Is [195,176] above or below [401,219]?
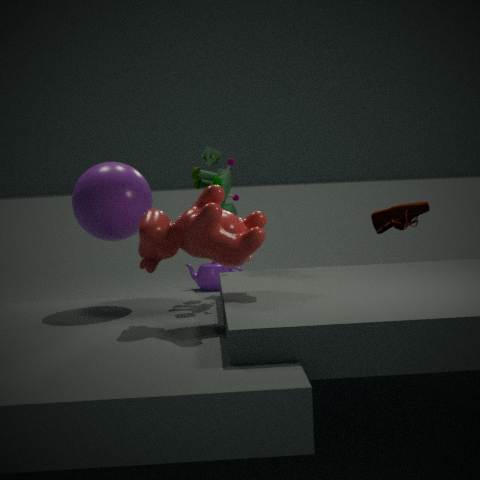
above
